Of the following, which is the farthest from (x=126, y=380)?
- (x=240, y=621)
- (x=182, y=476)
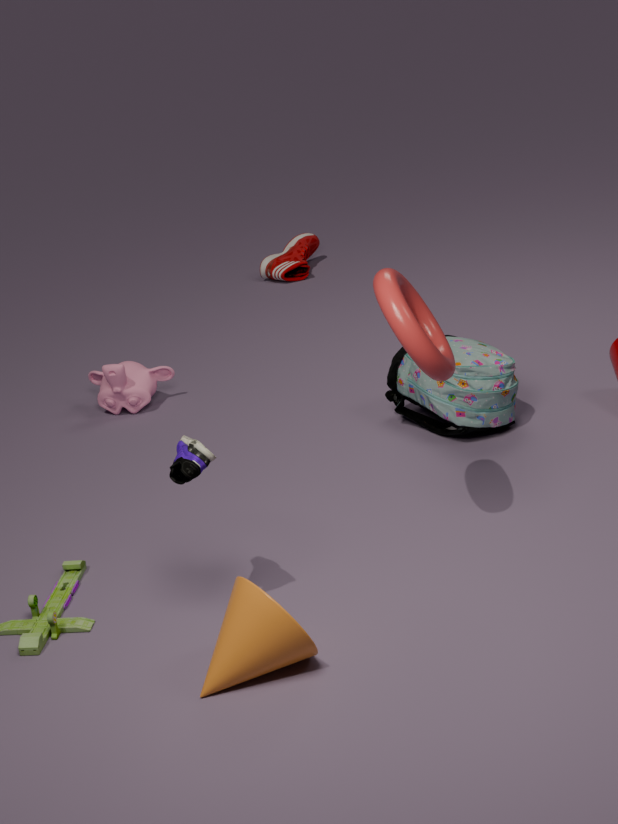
(x=240, y=621)
